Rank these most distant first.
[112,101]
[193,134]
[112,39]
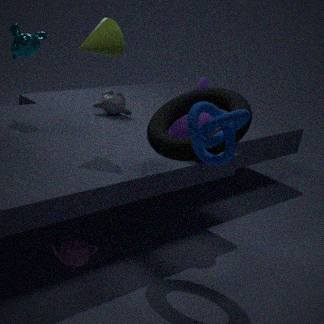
[112,101] < [112,39] < [193,134]
